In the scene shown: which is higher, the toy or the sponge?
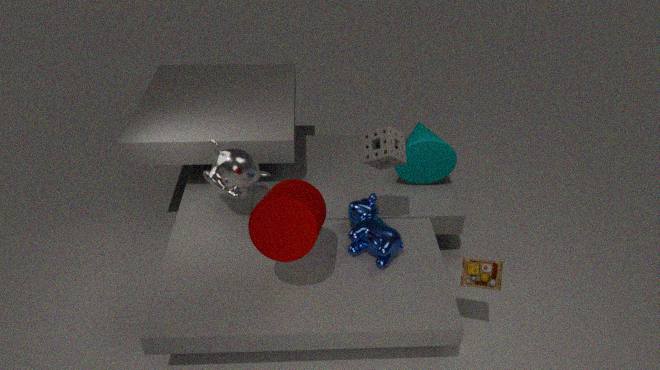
the sponge
